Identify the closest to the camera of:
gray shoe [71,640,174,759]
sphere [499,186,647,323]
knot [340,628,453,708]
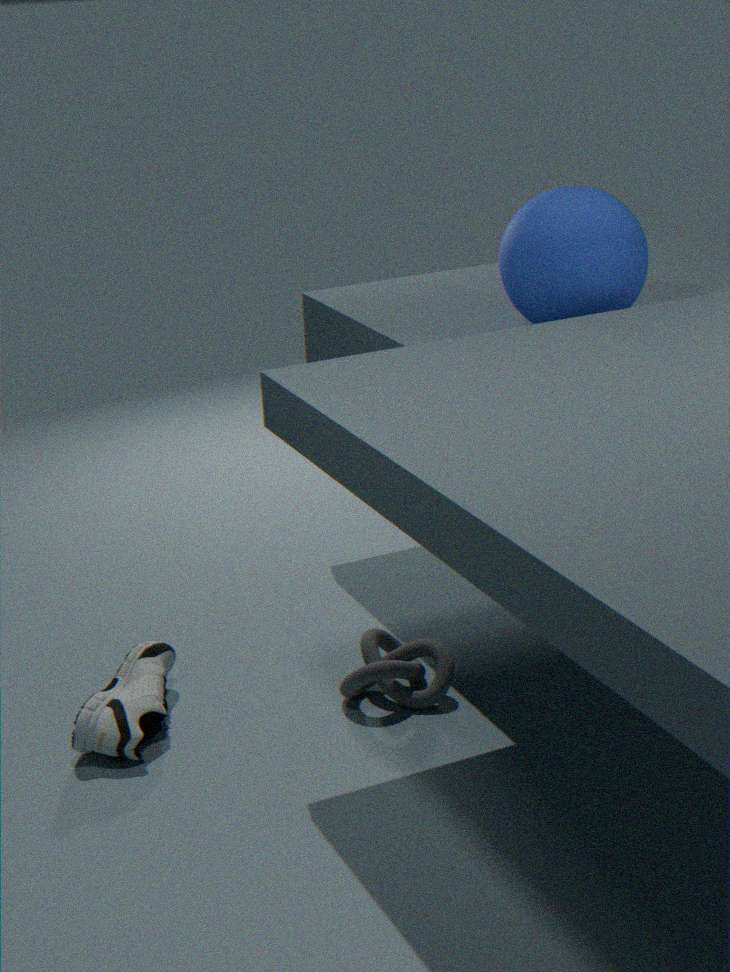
gray shoe [71,640,174,759]
